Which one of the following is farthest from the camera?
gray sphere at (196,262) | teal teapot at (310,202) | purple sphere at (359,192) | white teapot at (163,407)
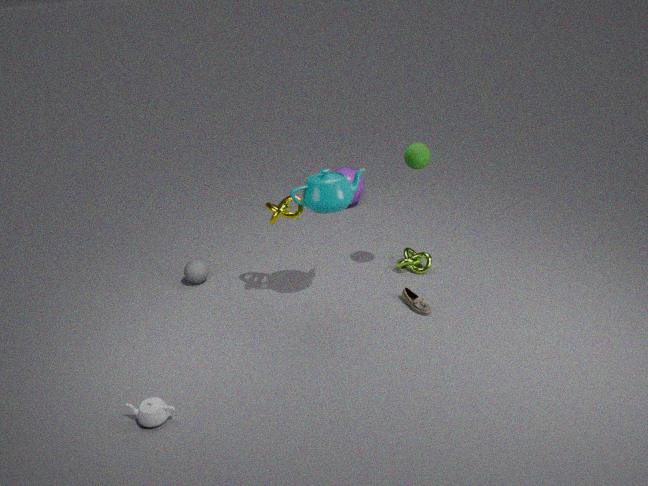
purple sphere at (359,192)
